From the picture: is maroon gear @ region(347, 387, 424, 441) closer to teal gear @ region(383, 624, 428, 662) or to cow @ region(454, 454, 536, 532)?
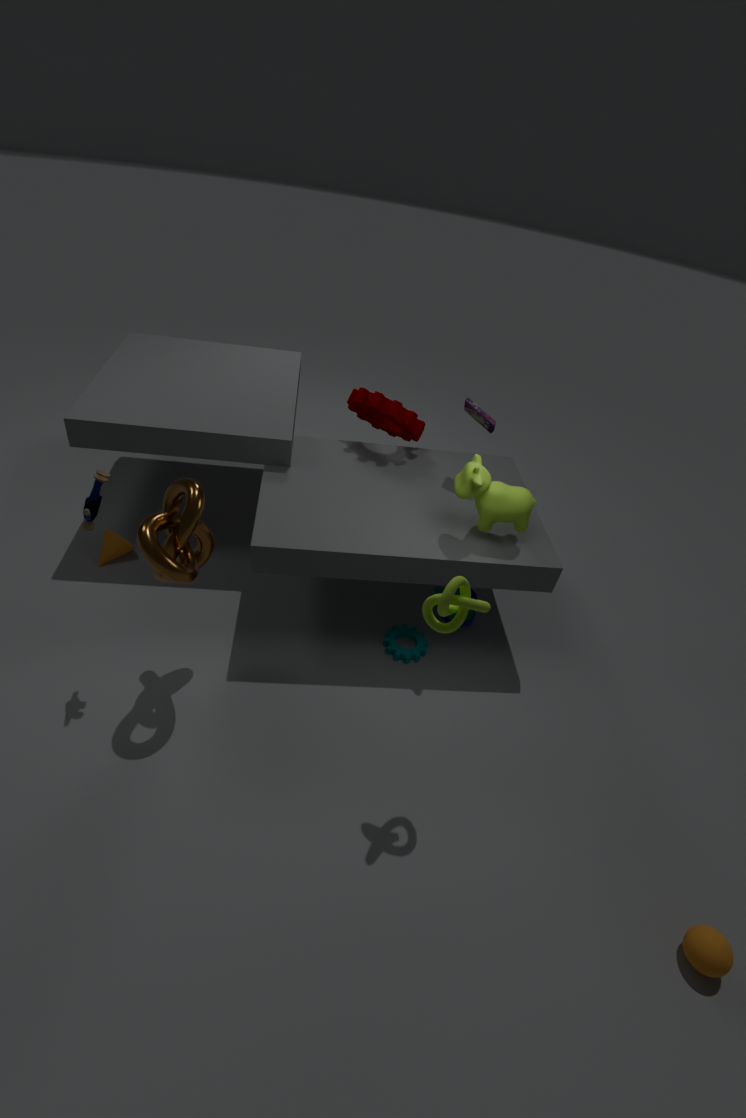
cow @ region(454, 454, 536, 532)
